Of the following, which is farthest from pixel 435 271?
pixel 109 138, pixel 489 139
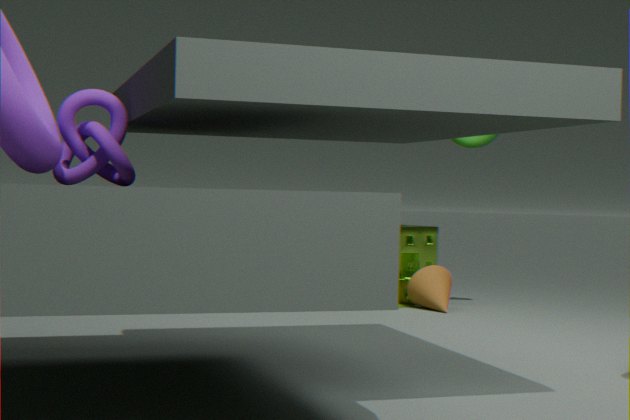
pixel 109 138
